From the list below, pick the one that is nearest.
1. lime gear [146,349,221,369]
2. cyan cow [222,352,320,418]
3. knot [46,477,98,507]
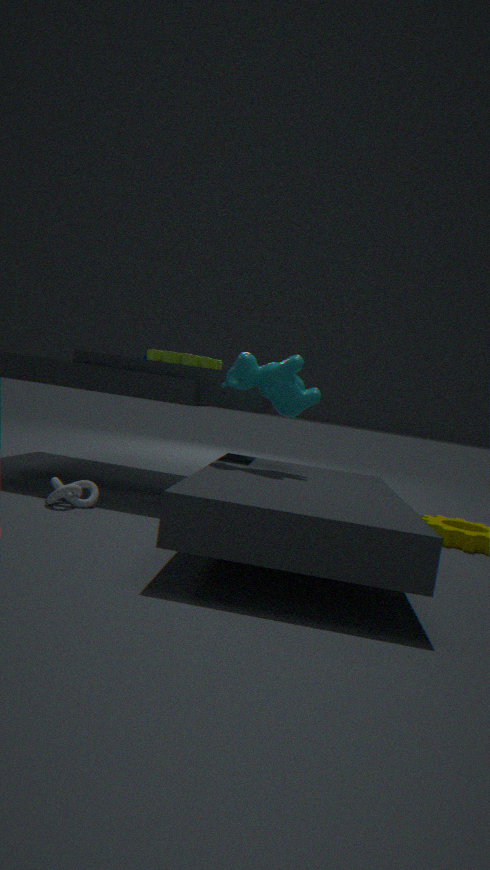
knot [46,477,98,507]
